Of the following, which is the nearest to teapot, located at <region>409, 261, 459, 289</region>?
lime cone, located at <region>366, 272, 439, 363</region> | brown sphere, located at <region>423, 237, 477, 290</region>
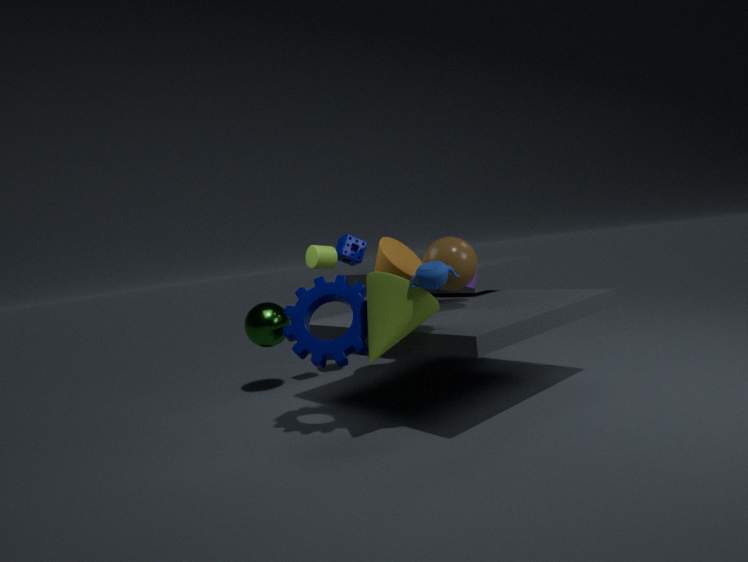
lime cone, located at <region>366, 272, 439, 363</region>
